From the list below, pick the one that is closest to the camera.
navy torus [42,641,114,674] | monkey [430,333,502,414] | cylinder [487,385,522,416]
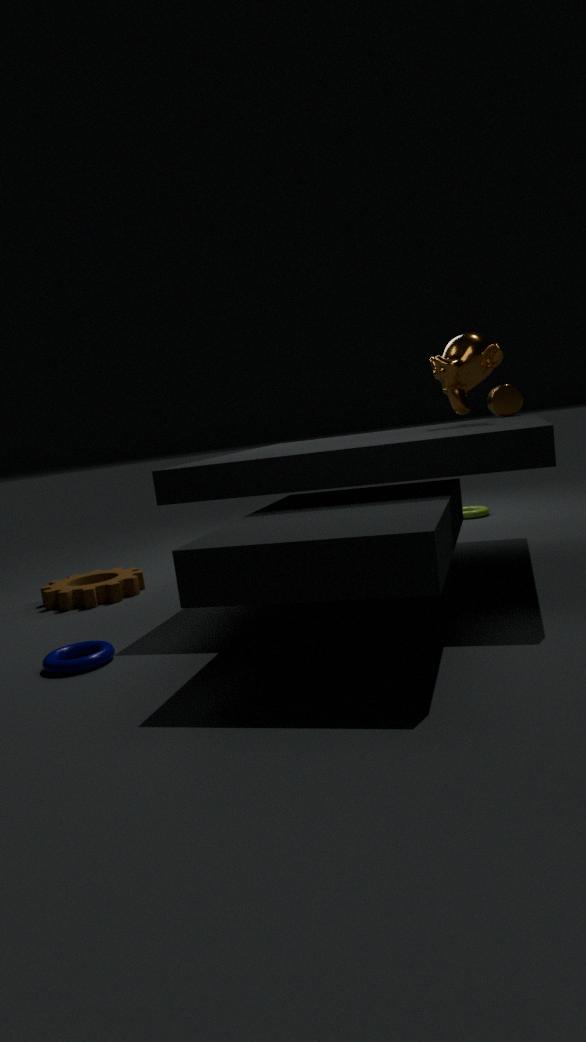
navy torus [42,641,114,674]
